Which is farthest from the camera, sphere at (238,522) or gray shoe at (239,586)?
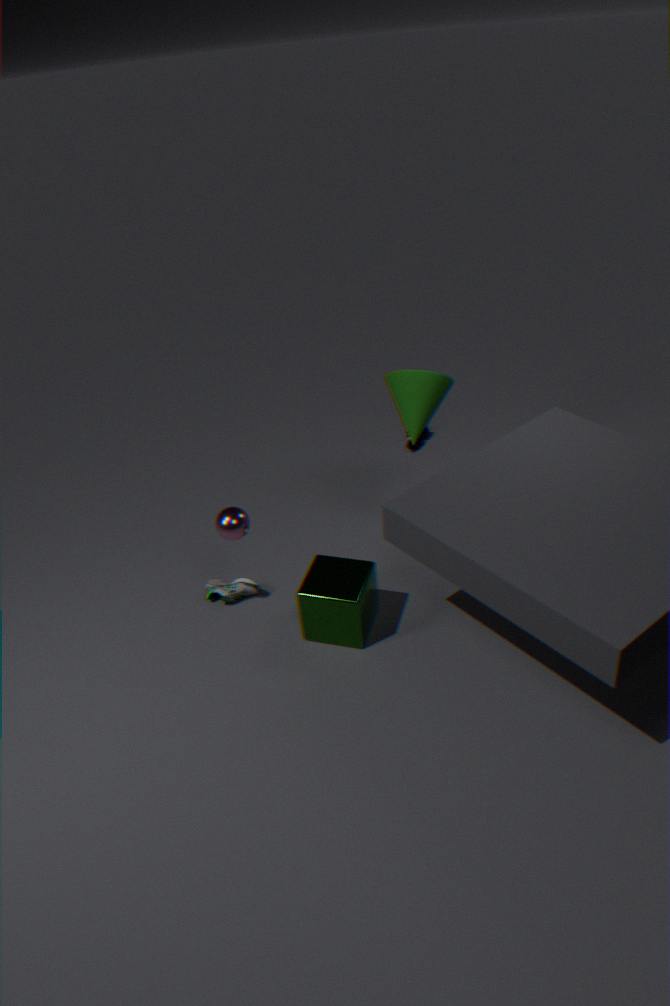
gray shoe at (239,586)
